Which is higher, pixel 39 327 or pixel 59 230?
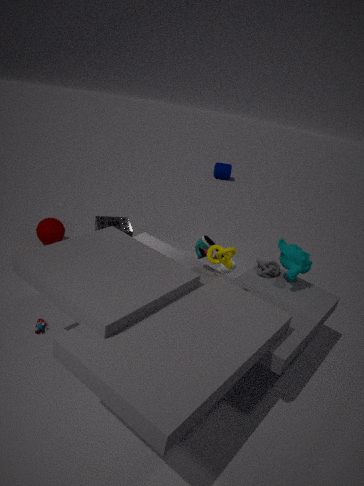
pixel 59 230
